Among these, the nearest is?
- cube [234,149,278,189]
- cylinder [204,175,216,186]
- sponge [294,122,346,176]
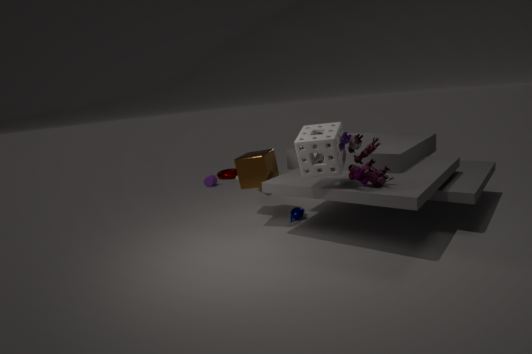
sponge [294,122,346,176]
